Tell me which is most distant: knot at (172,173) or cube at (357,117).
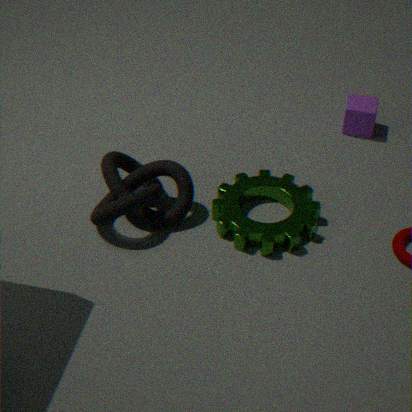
cube at (357,117)
